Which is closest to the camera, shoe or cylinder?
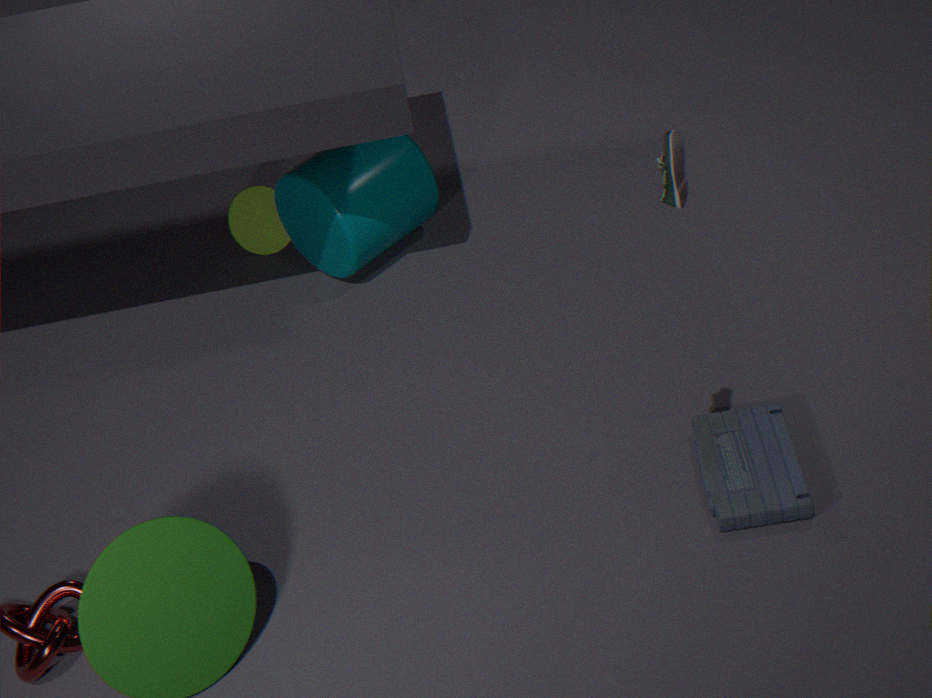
shoe
